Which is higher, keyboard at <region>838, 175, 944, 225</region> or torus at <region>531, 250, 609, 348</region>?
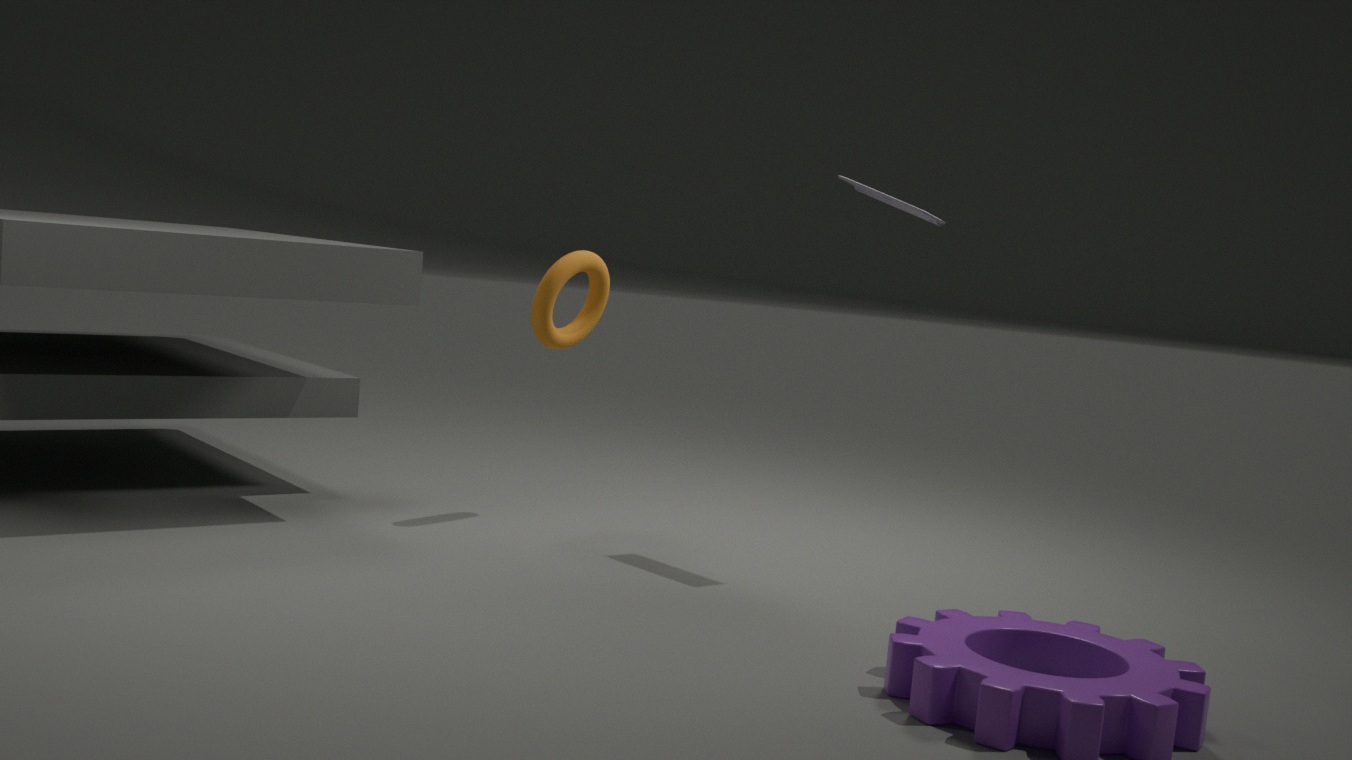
keyboard at <region>838, 175, 944, 225</region>
